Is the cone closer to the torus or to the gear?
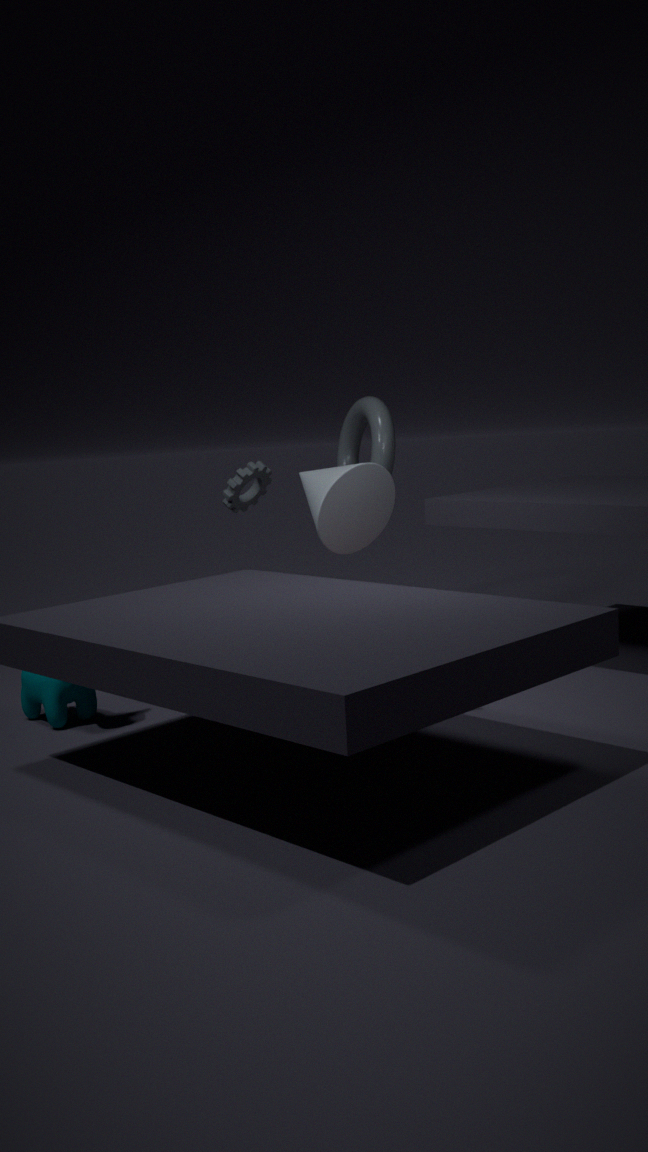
the torus
